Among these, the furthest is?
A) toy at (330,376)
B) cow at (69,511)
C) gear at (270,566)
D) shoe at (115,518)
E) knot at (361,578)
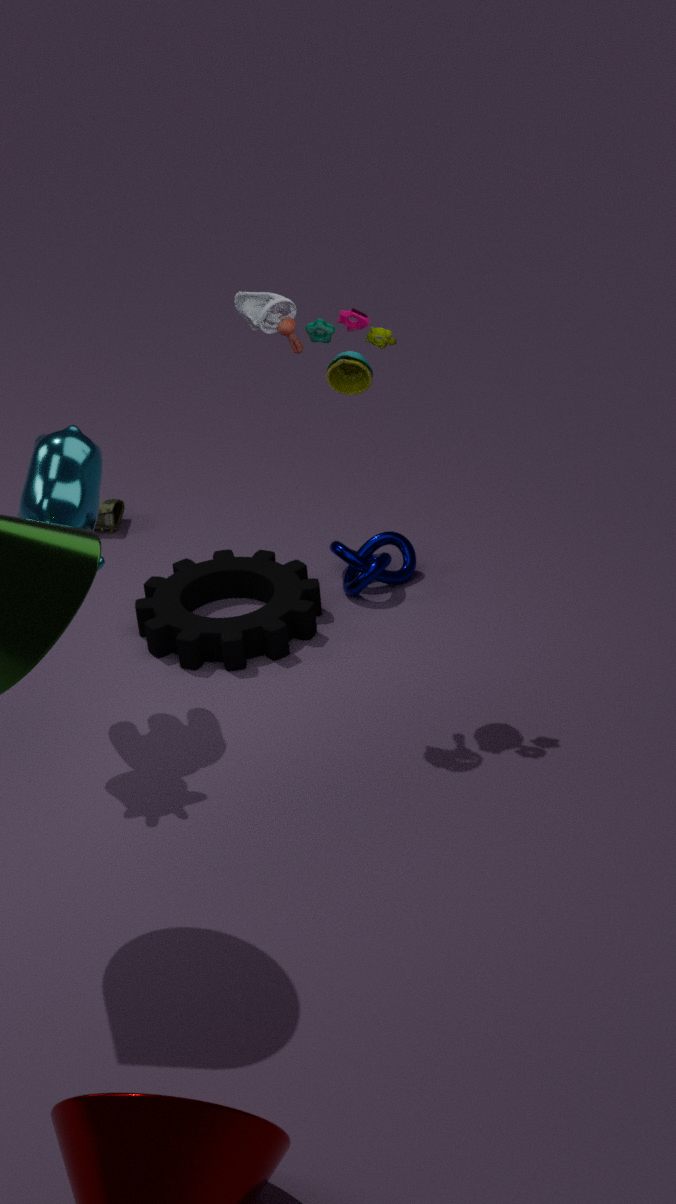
shoe at (115,518)
